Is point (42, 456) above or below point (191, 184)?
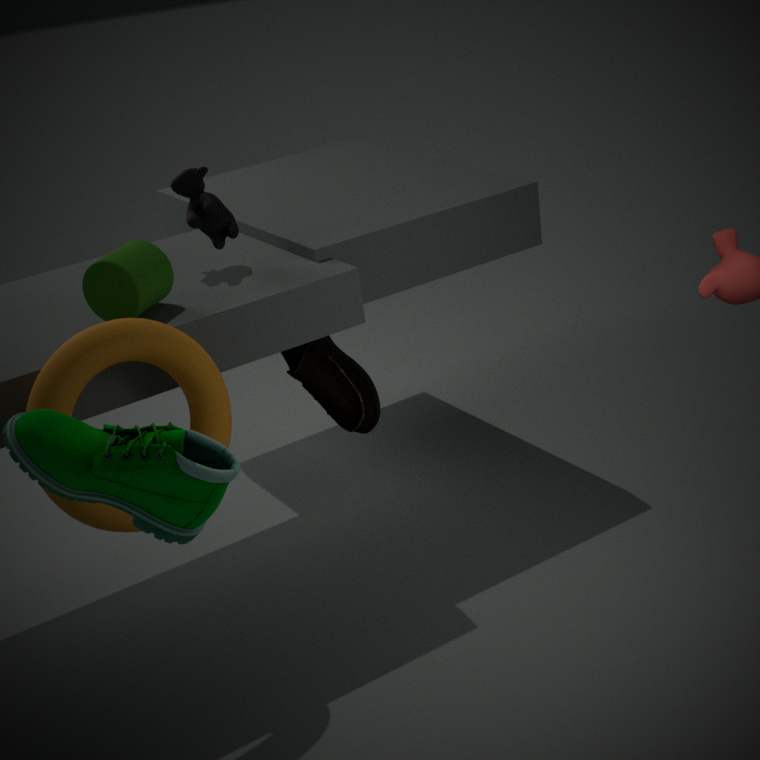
below
